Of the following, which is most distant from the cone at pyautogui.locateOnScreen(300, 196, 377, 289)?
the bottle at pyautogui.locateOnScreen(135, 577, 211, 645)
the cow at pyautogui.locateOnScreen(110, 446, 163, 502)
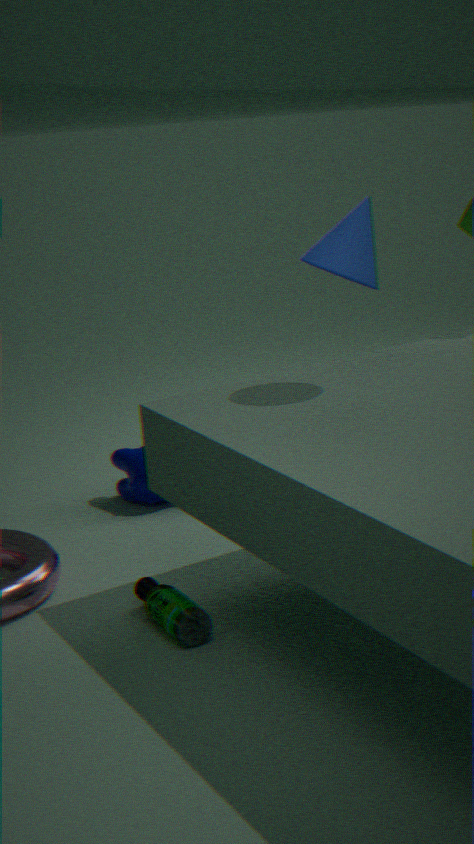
the bottle at pyautogui.locateOnScreen(135, 577, 211, 645)
